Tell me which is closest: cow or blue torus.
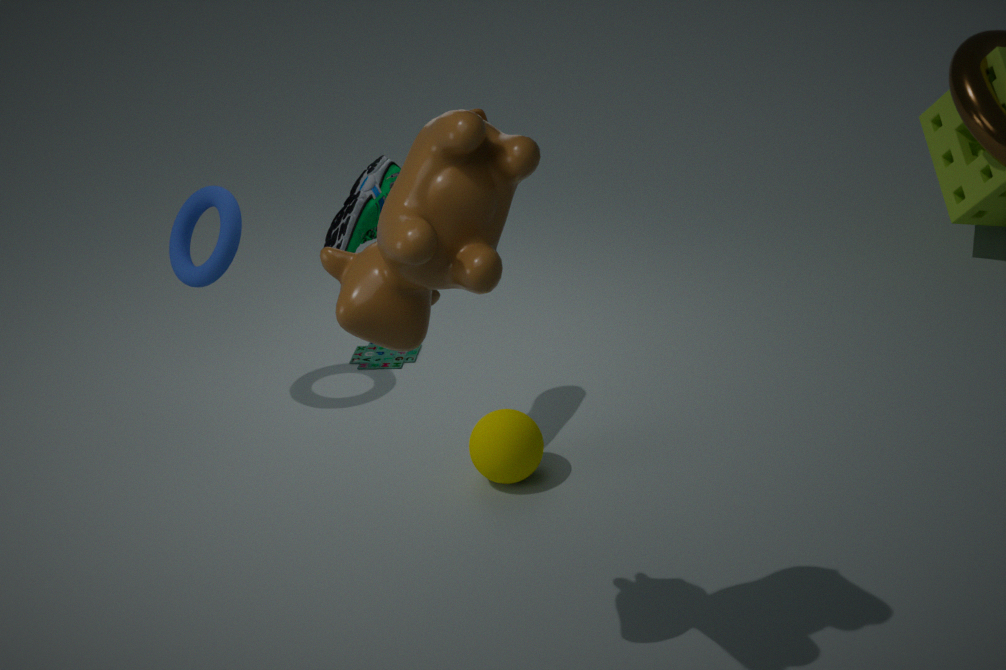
cow
